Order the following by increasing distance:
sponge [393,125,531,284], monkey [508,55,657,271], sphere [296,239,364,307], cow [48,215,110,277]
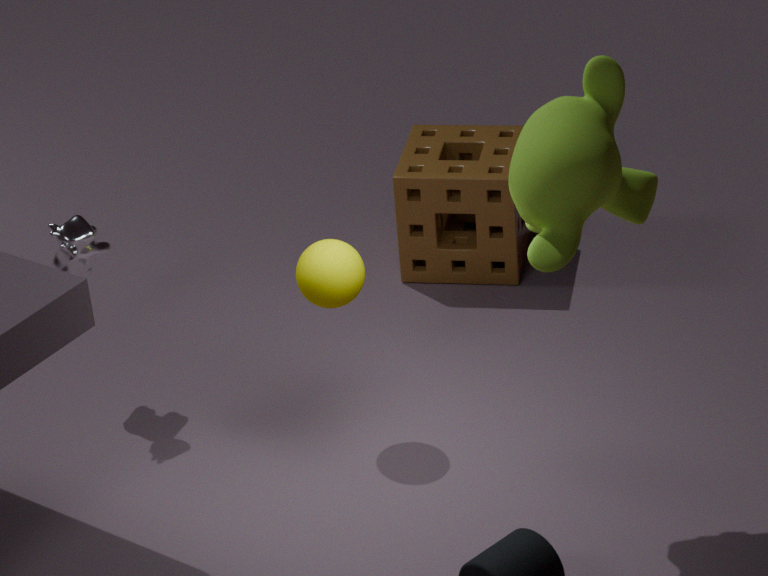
monkey [508,55,657,271] < sphere [296,239,364,307] < cow [48,215,110,277] < sponge [393,125,531,284]
